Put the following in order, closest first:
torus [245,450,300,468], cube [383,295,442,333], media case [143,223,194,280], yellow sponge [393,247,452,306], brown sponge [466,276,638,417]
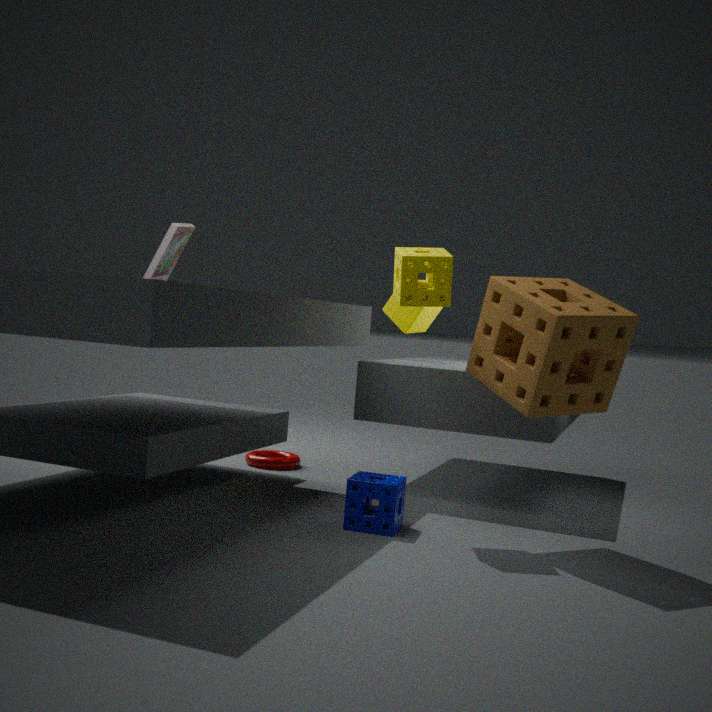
brown sponge [466,276,638,417], yellow sponge [393,247,452,306], media case [143,223,194,280], torus [245,450,300,468], cube [383,295,442,333]
